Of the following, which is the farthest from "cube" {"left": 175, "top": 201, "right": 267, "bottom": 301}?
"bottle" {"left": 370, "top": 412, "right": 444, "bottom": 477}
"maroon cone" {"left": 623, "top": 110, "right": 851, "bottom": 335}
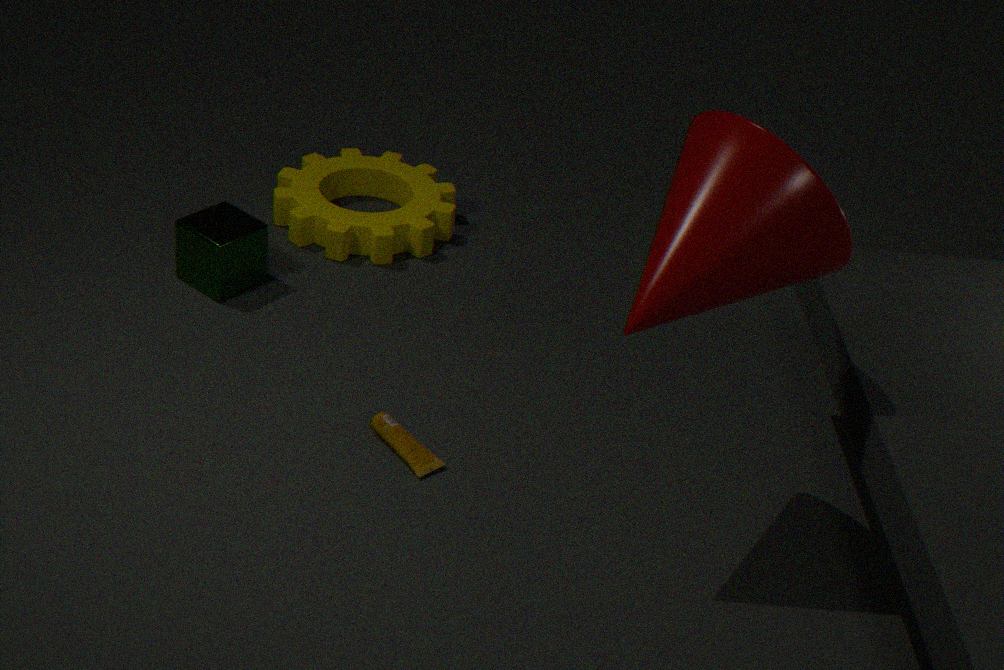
"maroon cone" {"left": 623, "top": 110, "right": 851, "bottom": 335}
